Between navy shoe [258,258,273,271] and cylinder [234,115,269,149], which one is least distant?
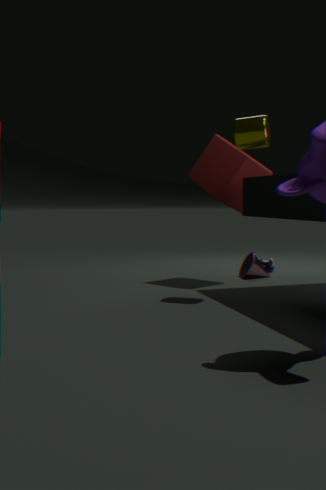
cylinder [234,115,269,149]
